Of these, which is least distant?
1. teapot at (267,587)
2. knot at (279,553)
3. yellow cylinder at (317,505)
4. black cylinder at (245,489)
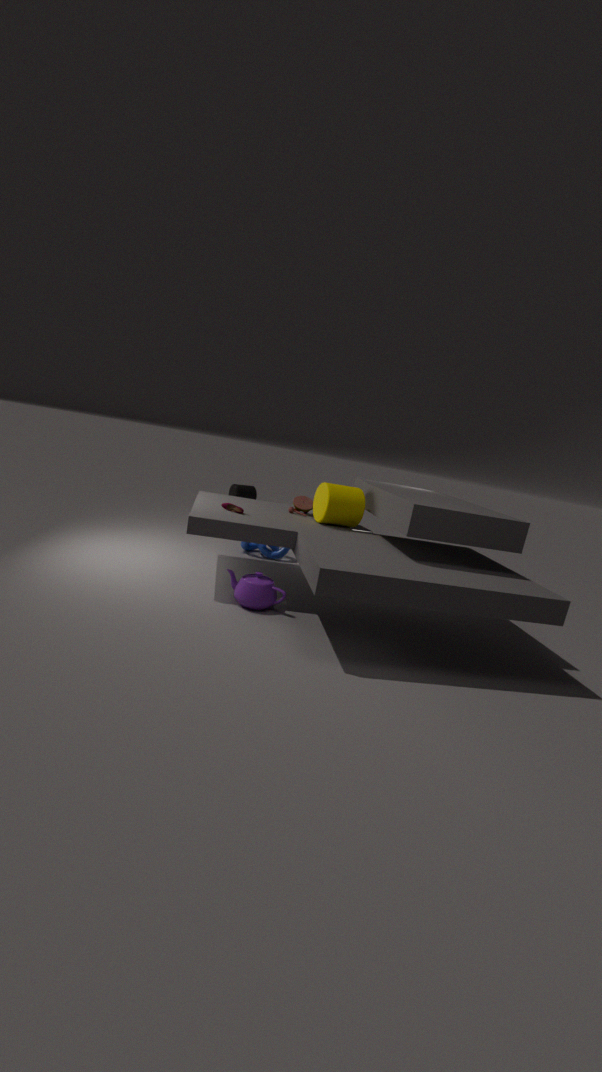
teapot at (267,587)
